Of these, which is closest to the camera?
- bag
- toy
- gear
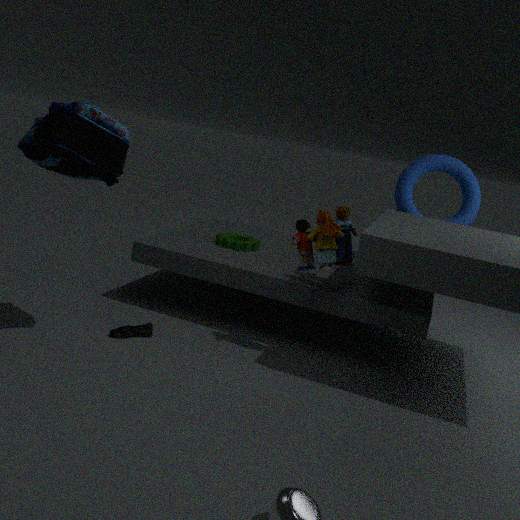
bag
